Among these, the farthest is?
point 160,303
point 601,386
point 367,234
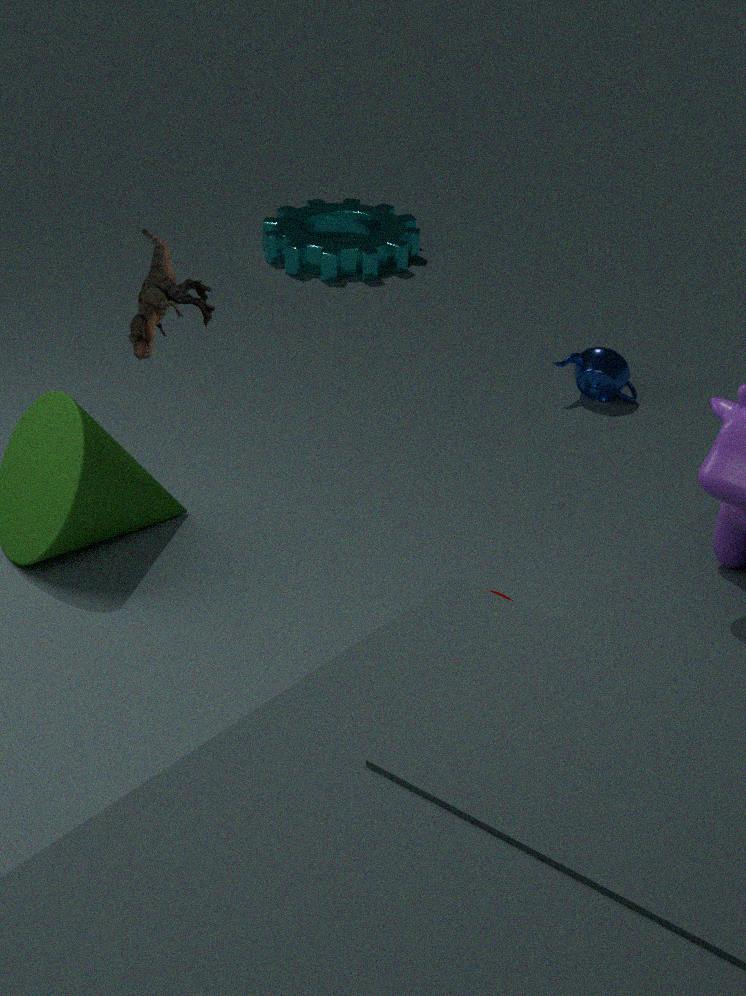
point 367,234
